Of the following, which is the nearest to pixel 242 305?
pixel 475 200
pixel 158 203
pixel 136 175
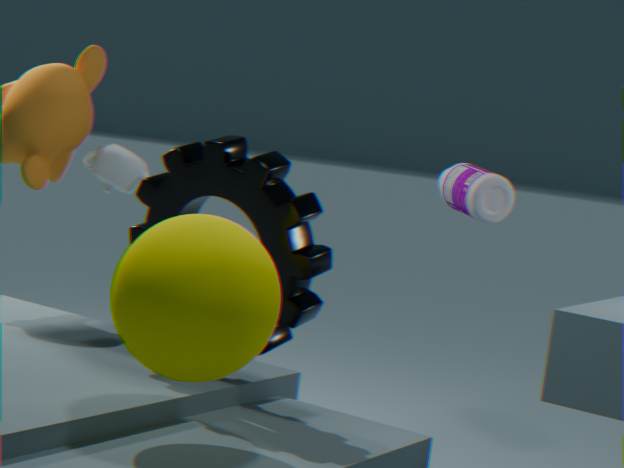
pixel 158 203
